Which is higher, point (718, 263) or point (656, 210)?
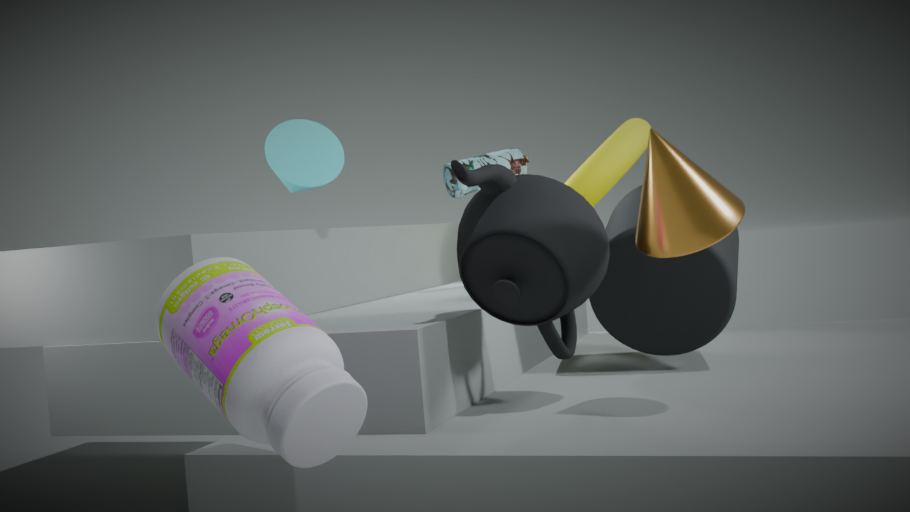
point (656, 210)
